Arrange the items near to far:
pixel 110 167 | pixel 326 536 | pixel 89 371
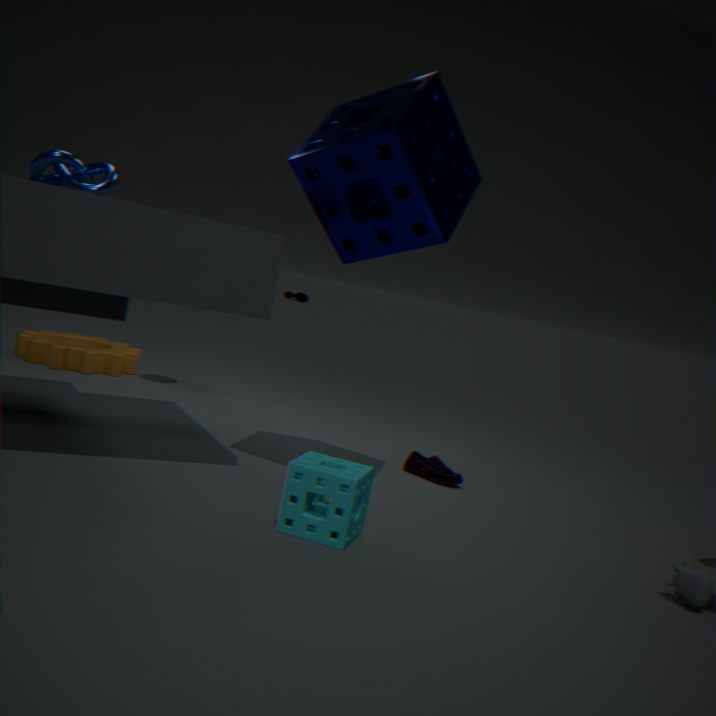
1. pixel 326 536
2. pixel 110 167
3. pixel 89 371
